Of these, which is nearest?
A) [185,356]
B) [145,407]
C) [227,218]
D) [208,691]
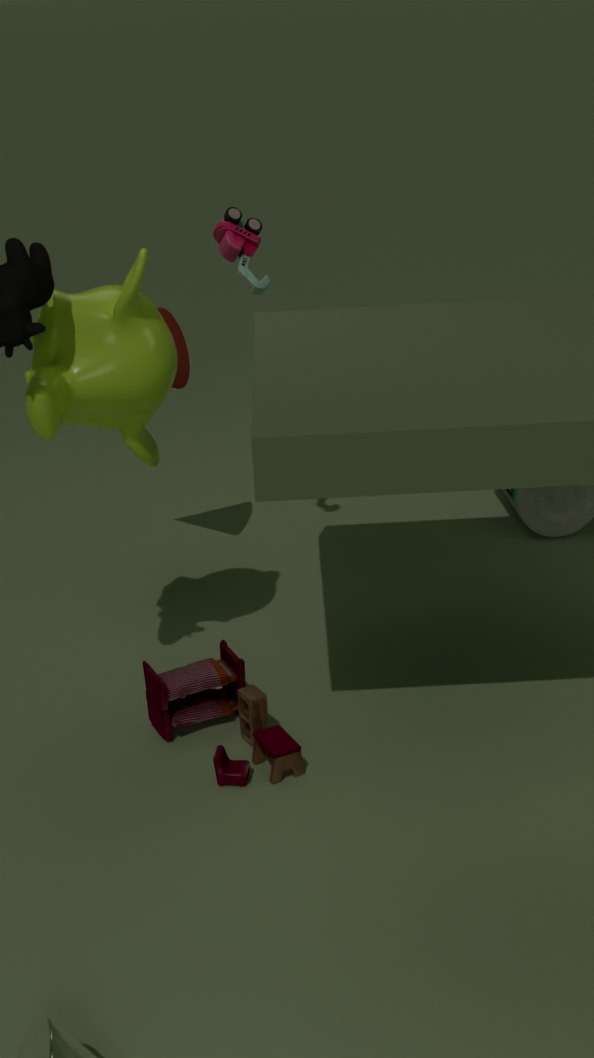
[145,407]
